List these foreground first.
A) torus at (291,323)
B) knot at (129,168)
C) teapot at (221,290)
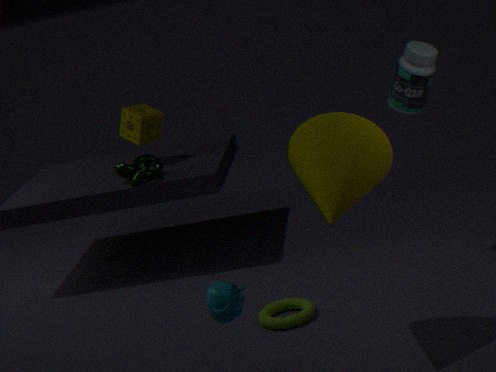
teapot at (221,290) < torus at (291,323) < knot at (129,168)
